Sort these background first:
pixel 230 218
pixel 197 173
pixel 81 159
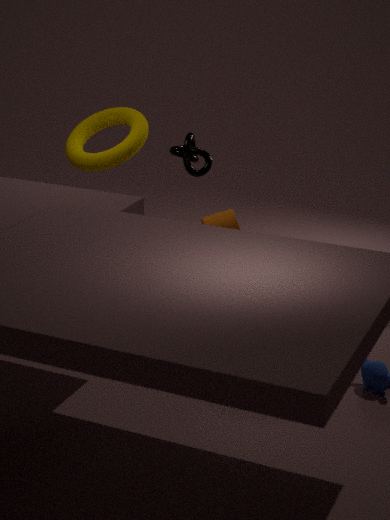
pixel 81 159, pixel 197 173, pixel 230 218
